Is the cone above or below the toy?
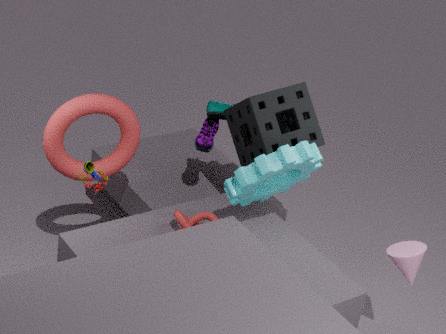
below
